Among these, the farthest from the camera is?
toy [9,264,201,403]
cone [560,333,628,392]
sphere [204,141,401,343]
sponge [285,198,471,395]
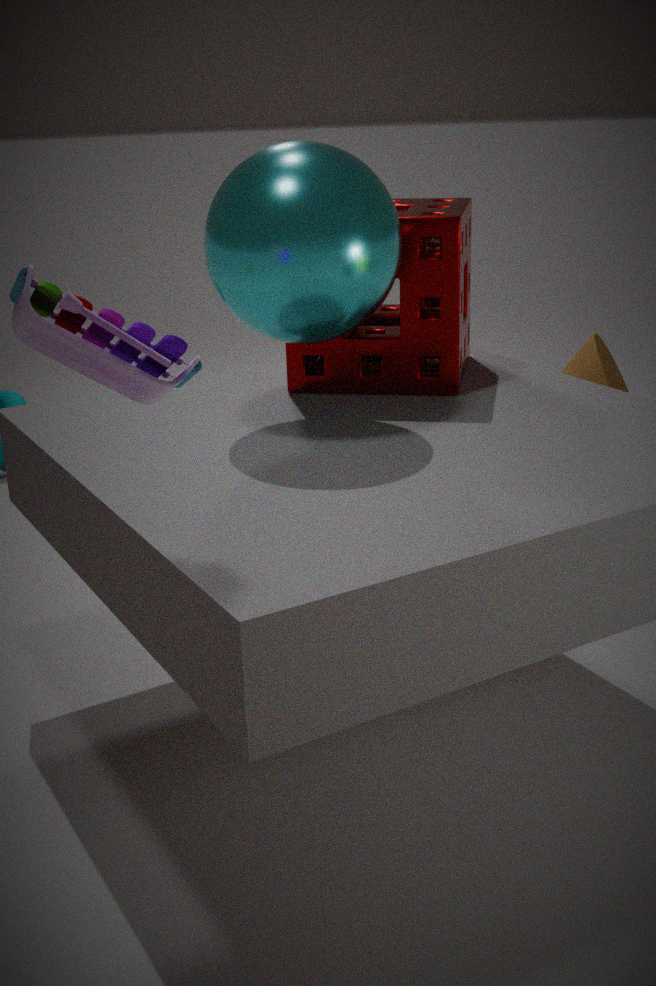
cone [560,333,628,392]
